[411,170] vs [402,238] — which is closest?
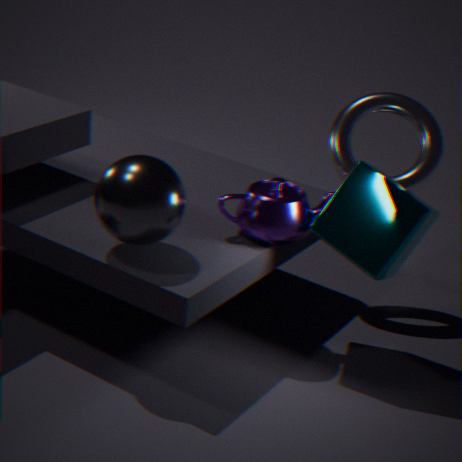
[402,238]
